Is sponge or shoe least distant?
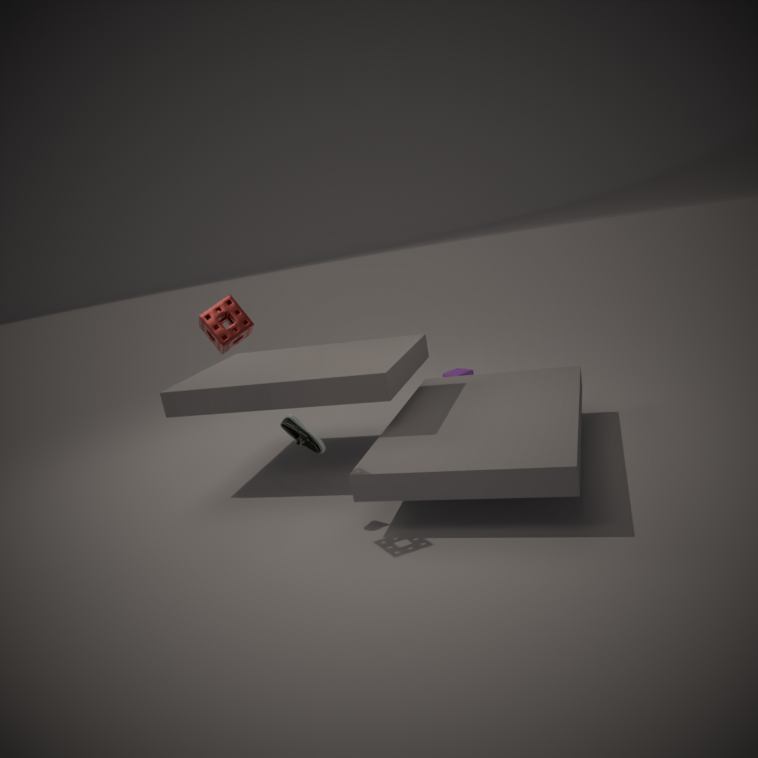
sponge
